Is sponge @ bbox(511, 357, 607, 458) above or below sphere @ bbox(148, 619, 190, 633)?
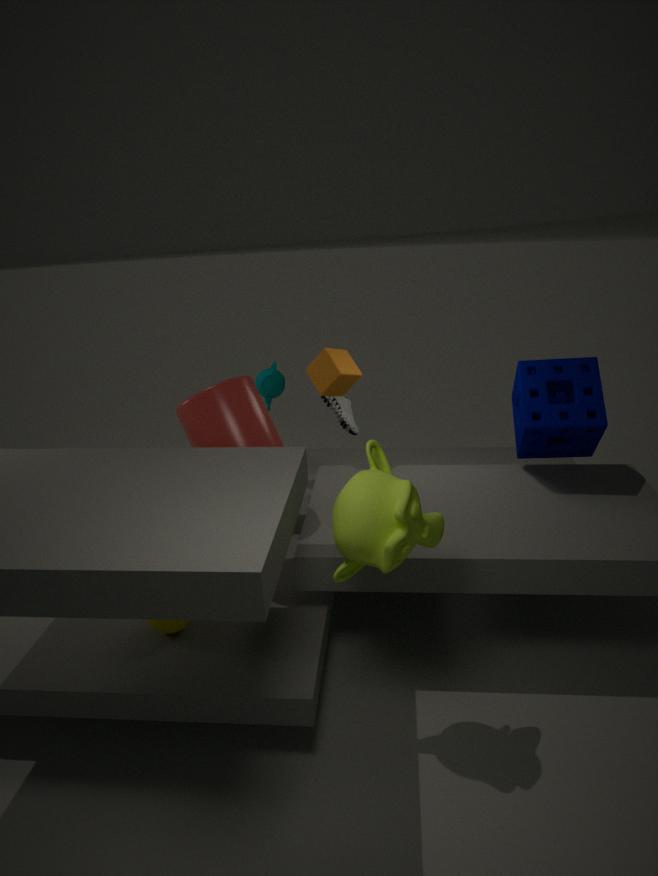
above
